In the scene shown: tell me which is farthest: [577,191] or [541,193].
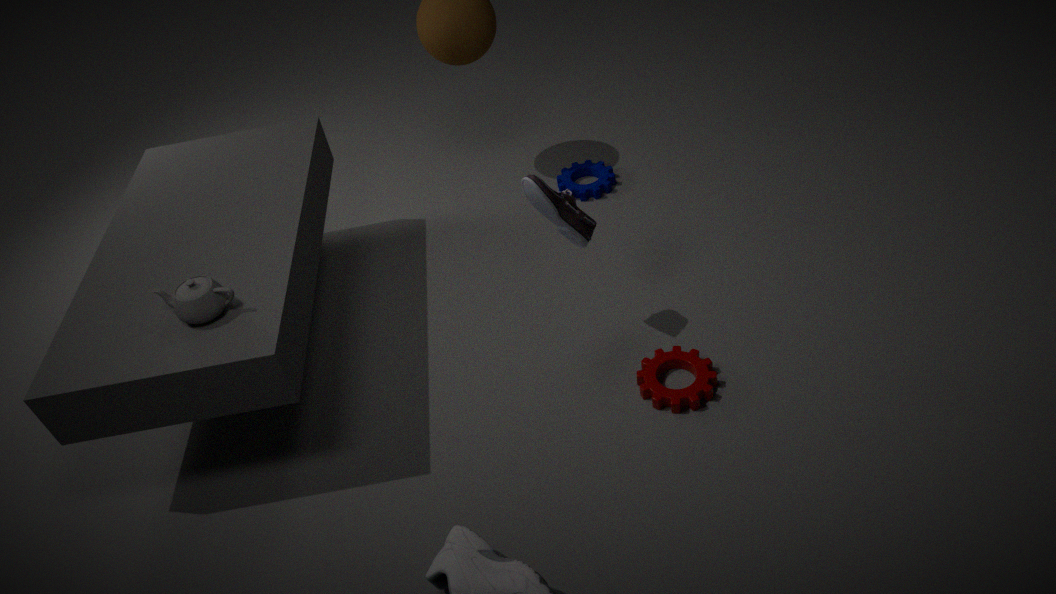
[577,191]
